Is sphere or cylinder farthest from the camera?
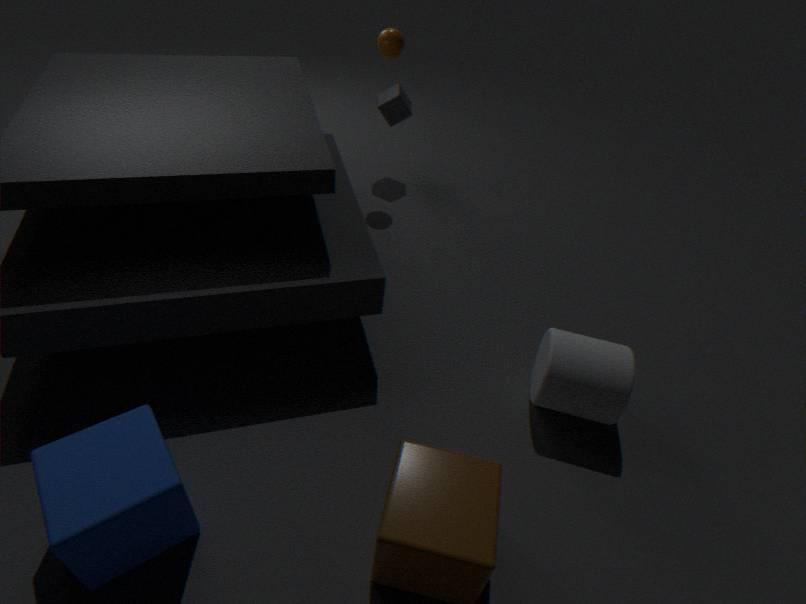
sphere
